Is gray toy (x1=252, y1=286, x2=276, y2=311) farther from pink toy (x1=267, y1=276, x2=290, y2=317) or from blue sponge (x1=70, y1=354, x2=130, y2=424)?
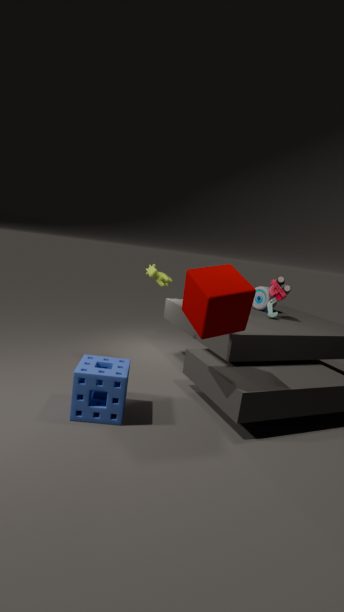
blue sponge (x1=70, y1=354, x2=130, y2=424)
